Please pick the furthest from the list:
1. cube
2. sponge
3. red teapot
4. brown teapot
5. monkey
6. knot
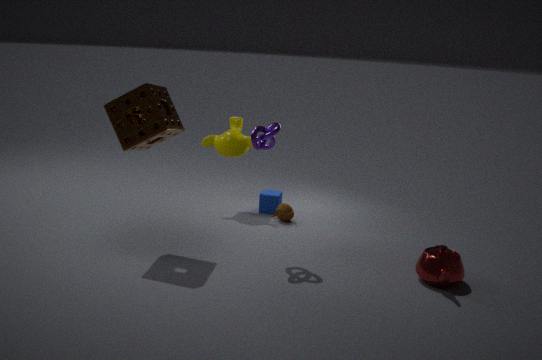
cube
